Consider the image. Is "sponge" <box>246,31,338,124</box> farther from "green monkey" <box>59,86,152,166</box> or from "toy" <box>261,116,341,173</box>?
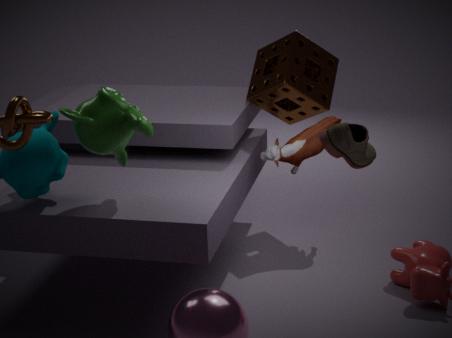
"green monkey" <box>59,86,152,166</box>
